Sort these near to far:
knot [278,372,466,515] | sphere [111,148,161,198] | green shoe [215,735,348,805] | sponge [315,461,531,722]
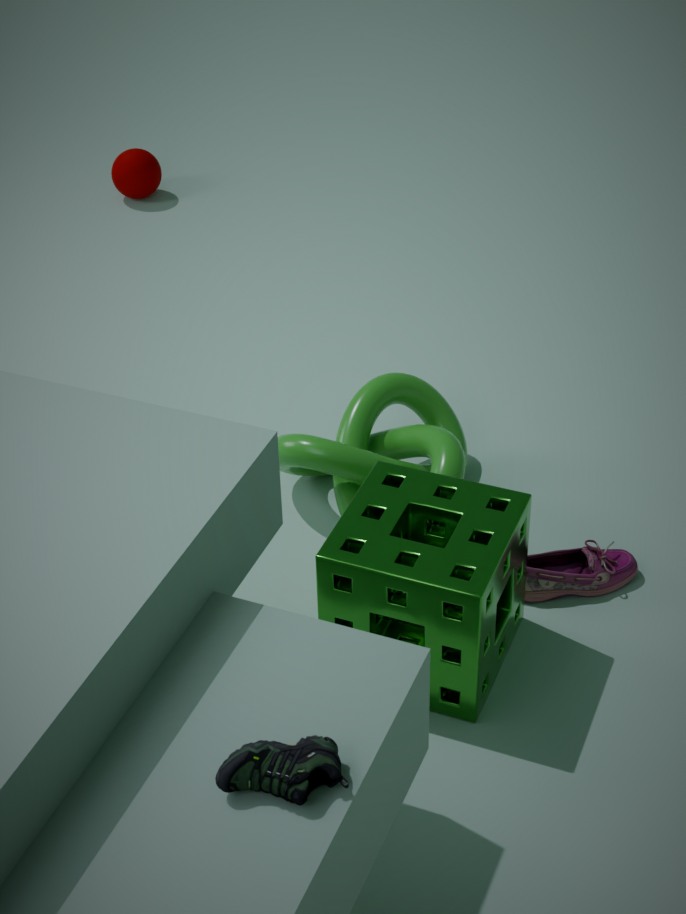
green shoe [215,735,348,805] → sponge [315,461,531,722] → knot [278,372,466,515] → sphere [111,148,161,198]
